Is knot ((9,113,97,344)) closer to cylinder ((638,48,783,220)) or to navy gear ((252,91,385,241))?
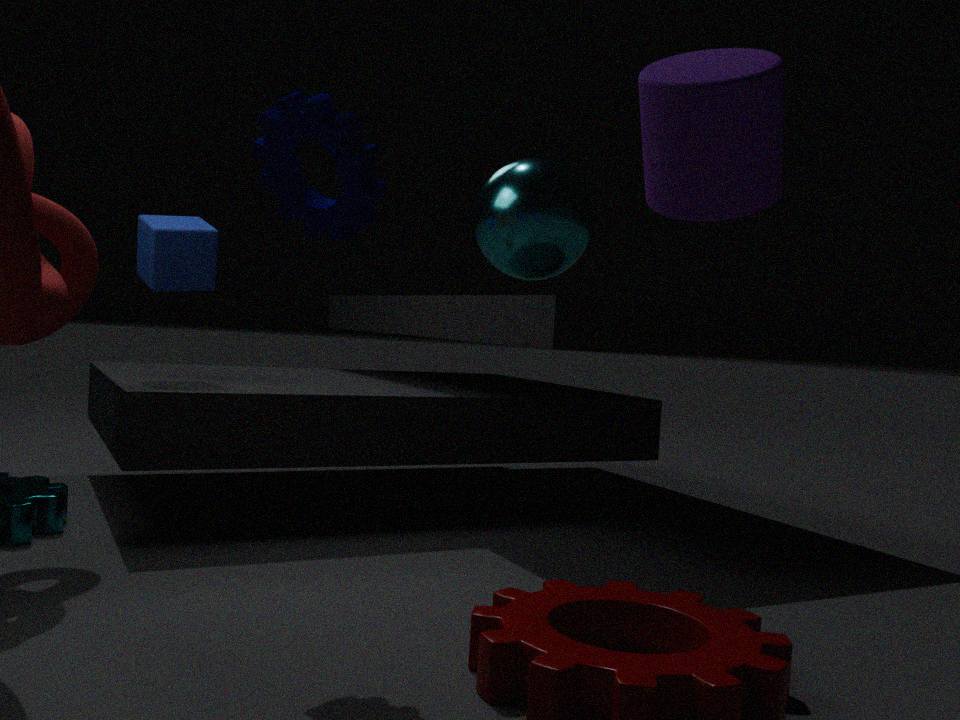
navy gear ((252,91,385,241))
